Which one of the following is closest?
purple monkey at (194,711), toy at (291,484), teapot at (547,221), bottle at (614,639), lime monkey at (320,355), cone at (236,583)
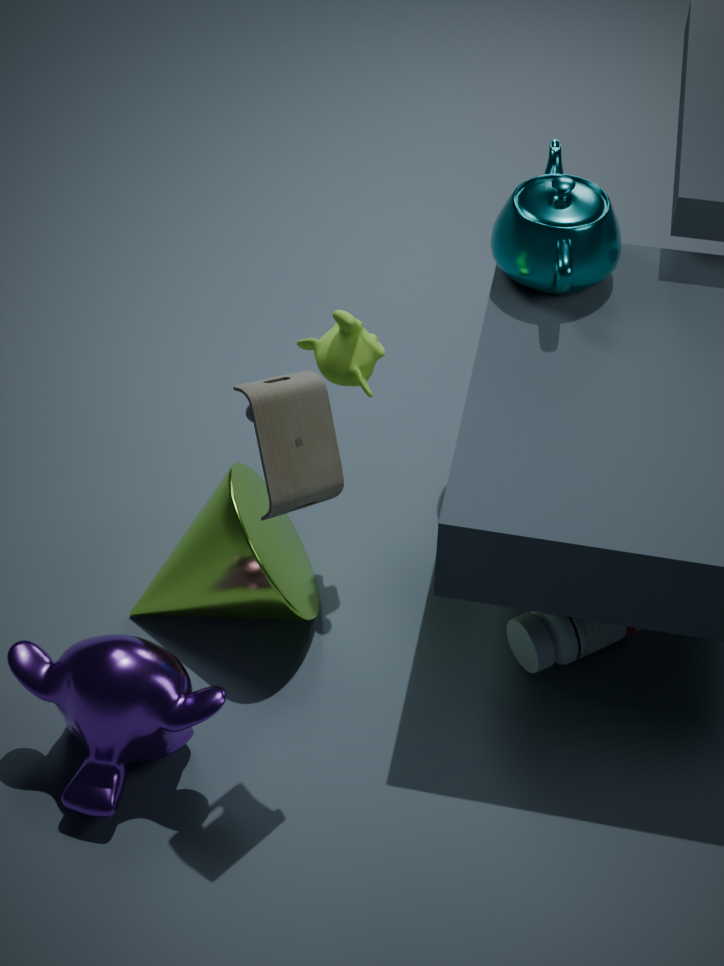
toy at (291,484)
